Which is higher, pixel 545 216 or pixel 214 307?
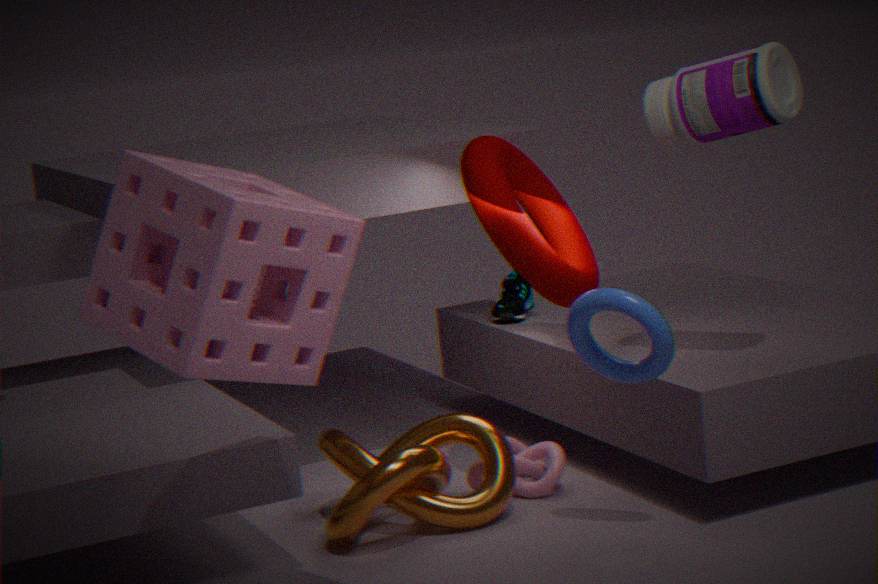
pixel 214 307
